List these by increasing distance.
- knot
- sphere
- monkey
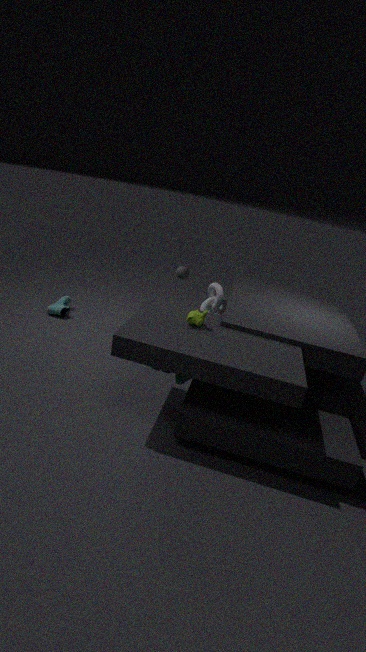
monkey
knot
sphere
